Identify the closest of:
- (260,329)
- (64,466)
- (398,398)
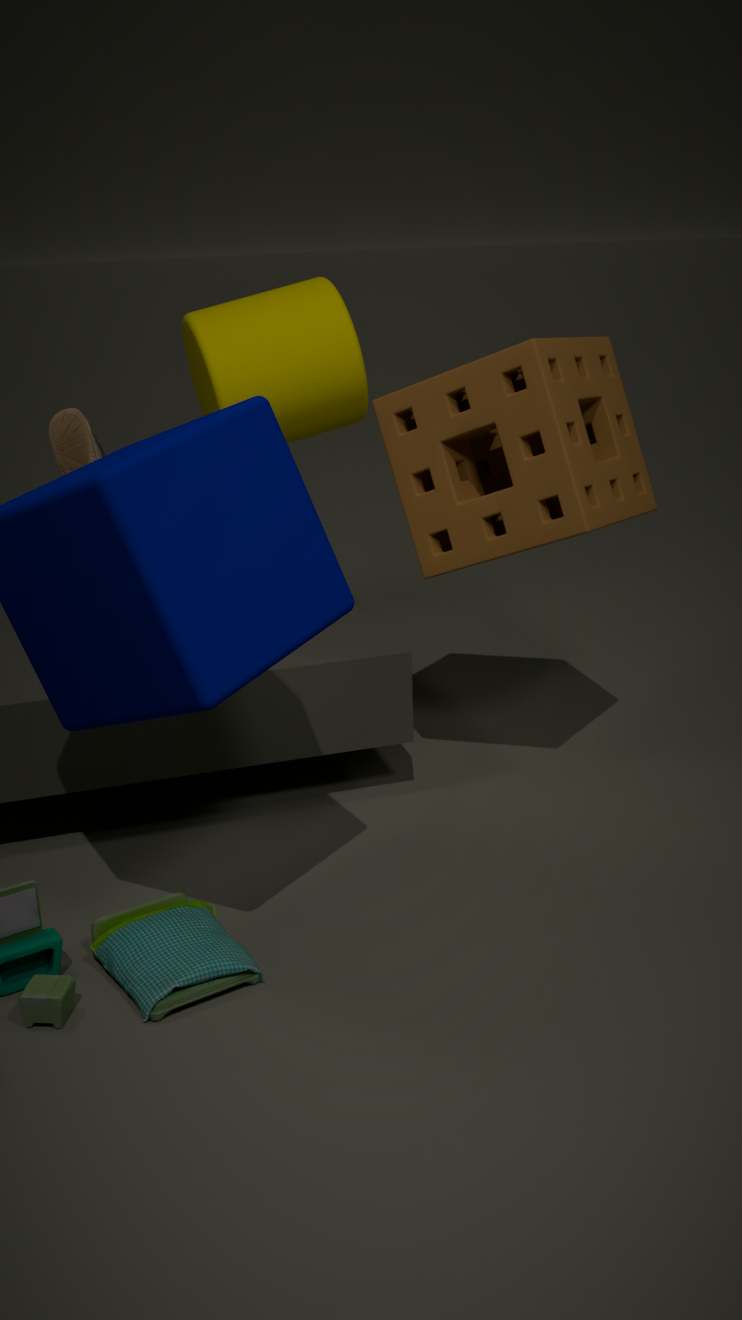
Result: (64,466)
